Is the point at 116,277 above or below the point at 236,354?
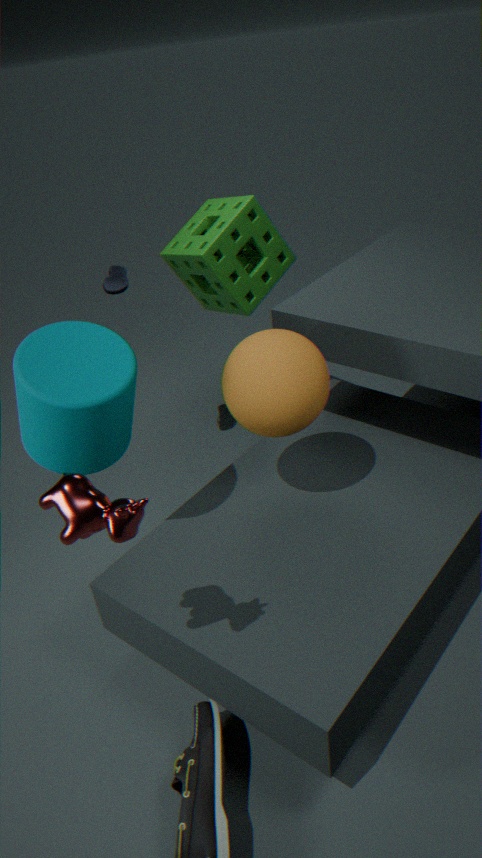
above
